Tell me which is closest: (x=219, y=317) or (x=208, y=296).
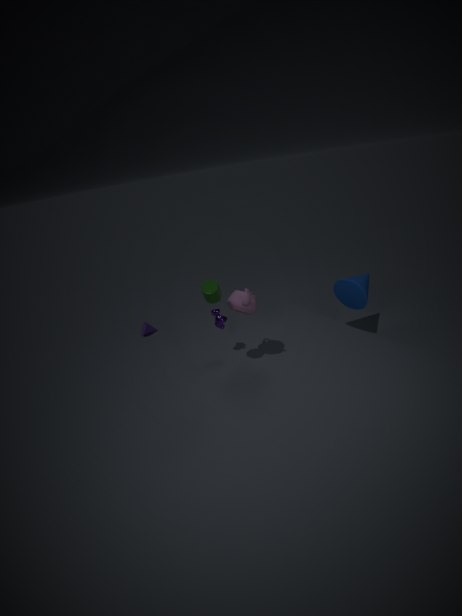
(x=208, y=296)
